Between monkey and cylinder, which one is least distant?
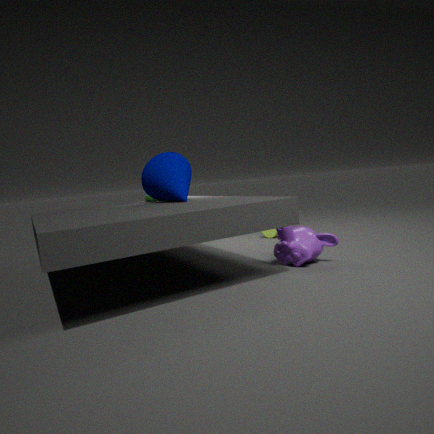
monkey
